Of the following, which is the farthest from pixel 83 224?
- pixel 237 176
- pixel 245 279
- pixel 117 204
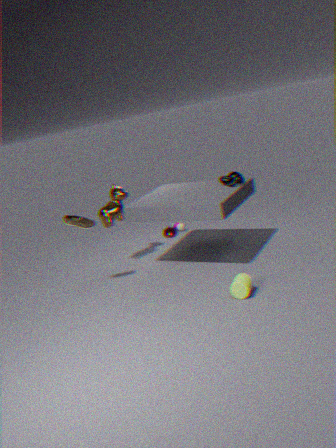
pixel 245 279
